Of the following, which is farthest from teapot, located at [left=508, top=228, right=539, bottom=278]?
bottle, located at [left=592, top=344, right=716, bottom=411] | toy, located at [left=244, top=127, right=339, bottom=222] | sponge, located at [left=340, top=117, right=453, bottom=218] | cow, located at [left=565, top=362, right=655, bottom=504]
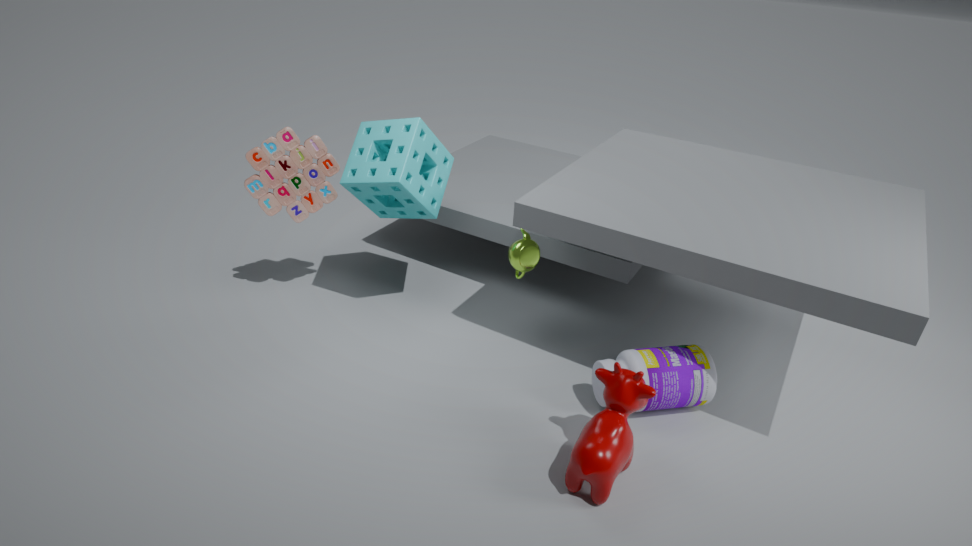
toy, located at [left=244, top=127, right=339, bottom=222]
